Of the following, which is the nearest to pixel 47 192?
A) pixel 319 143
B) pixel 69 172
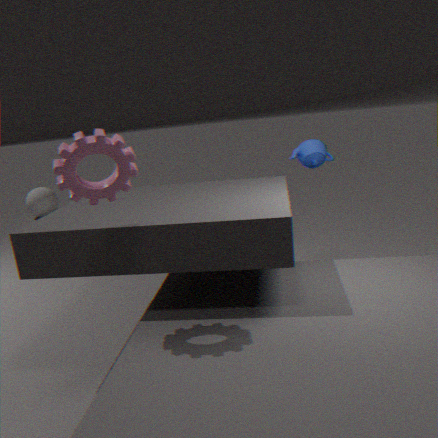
pixel 319 143
